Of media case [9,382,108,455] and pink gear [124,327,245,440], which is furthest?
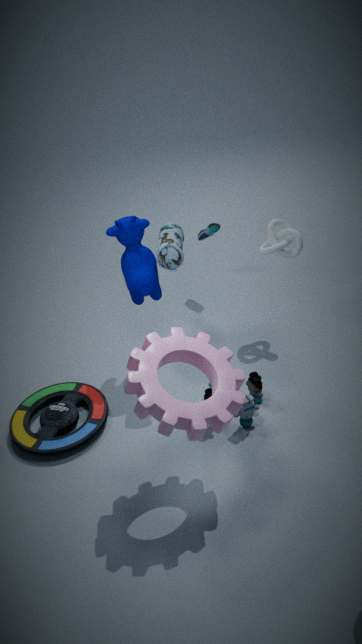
media case [9,382,108,455]
